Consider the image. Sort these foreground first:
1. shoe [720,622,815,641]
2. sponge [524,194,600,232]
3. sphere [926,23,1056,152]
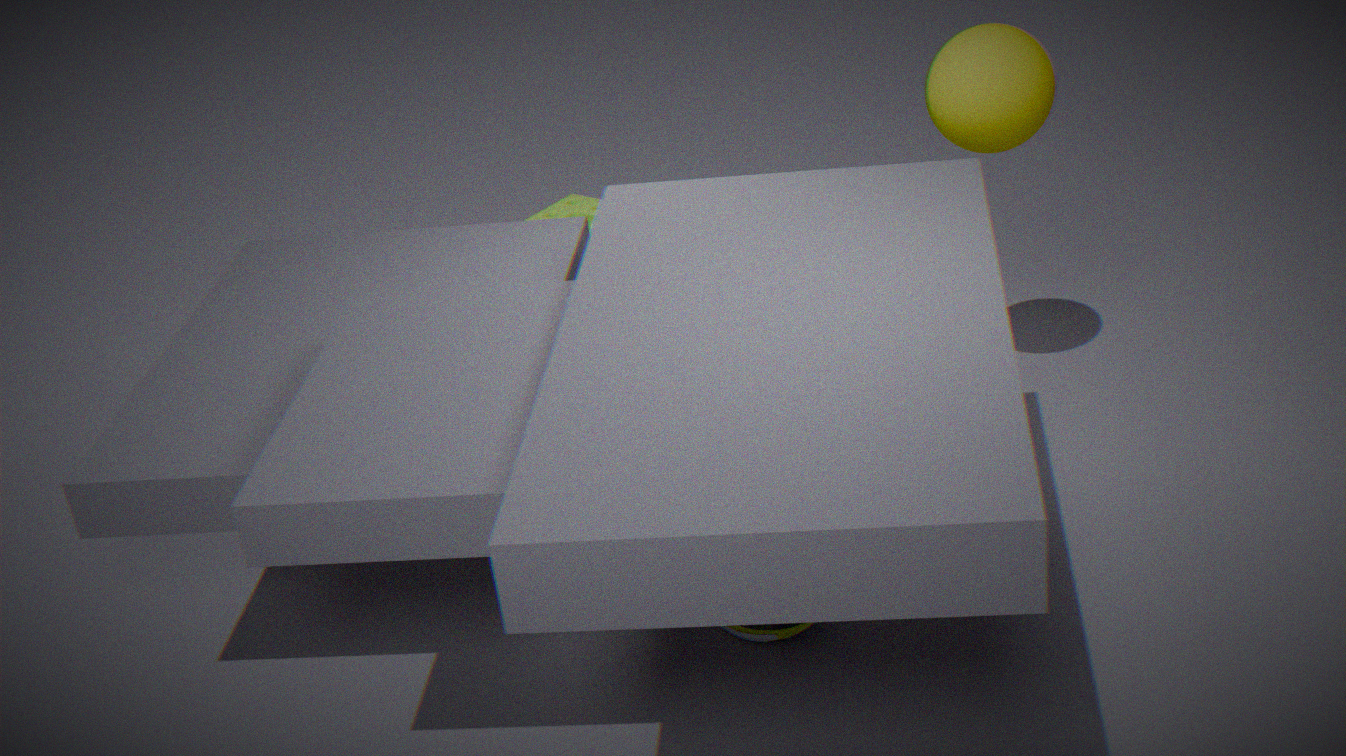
shoe [720,622,815,641] → sphere [926,23,1056,152] → sponge [524,194,600,232]
